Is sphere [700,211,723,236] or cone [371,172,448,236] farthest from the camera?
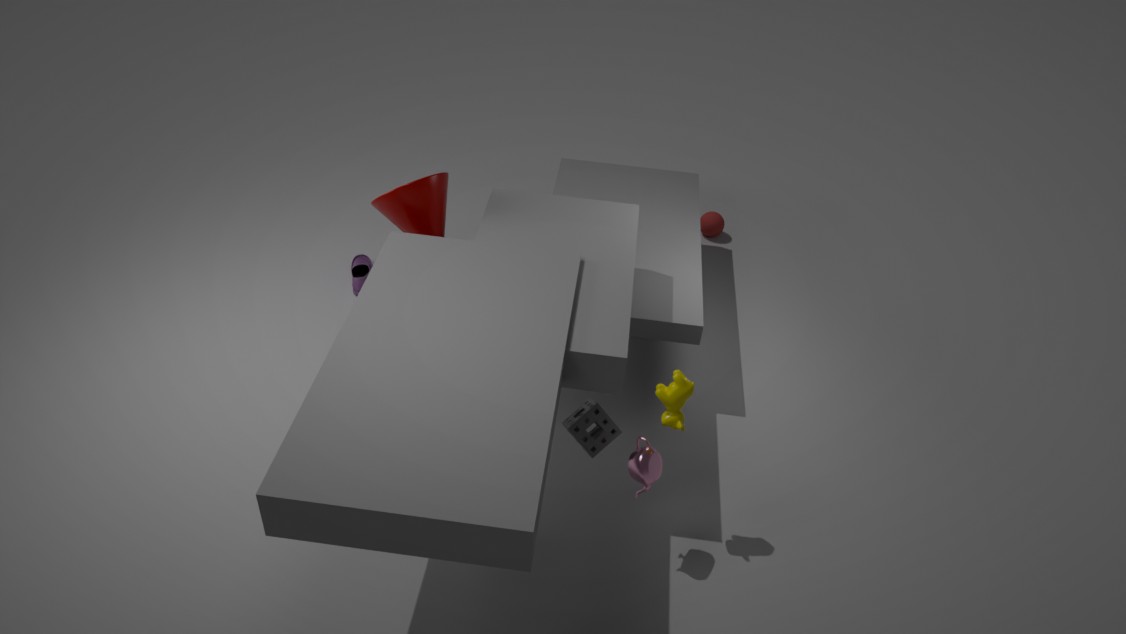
sphere [700,211,723,236]
